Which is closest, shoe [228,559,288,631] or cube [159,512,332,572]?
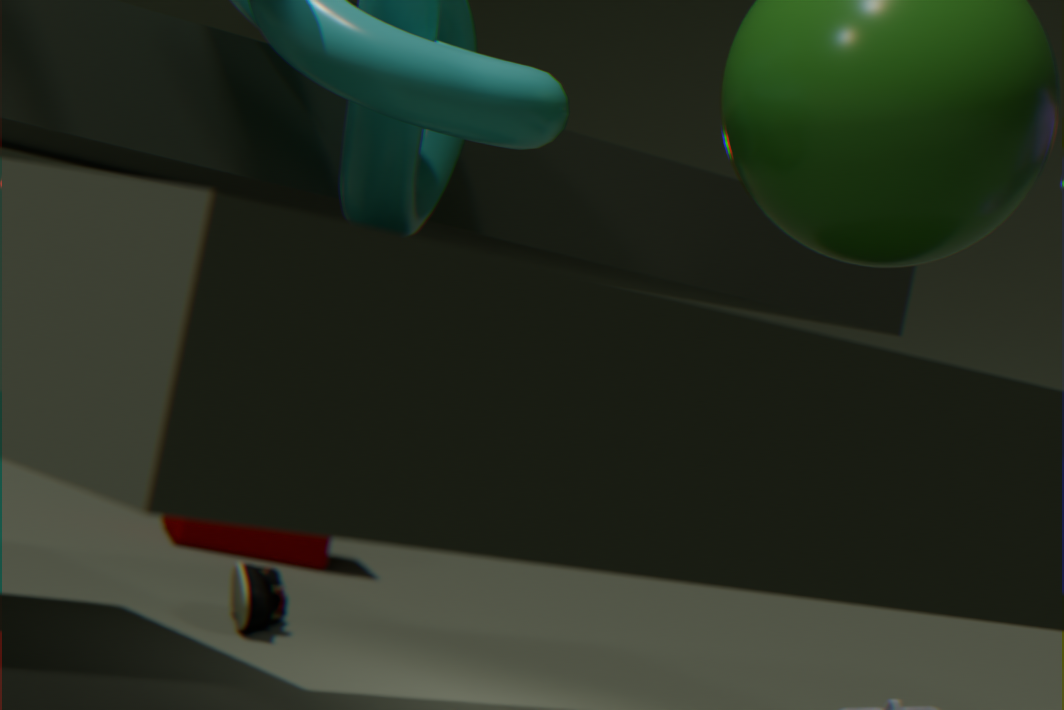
shoe [228,559,288,631]
